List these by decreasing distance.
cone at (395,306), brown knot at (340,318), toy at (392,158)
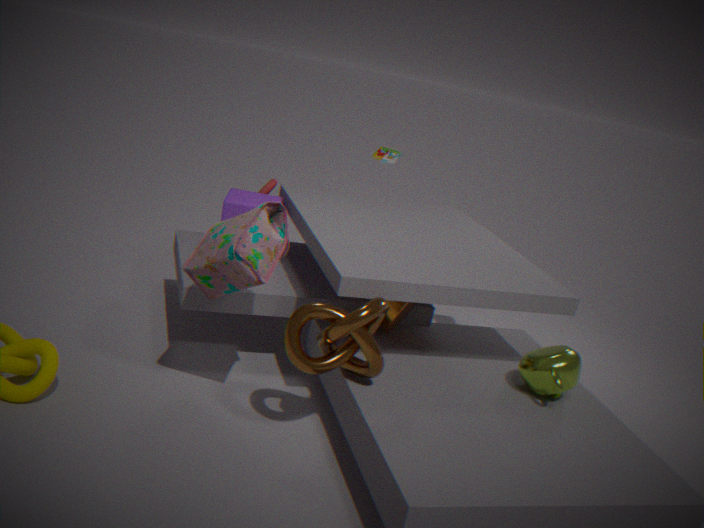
toy at (392,158) → cone at (395,306) → brown knot at (340,318)
